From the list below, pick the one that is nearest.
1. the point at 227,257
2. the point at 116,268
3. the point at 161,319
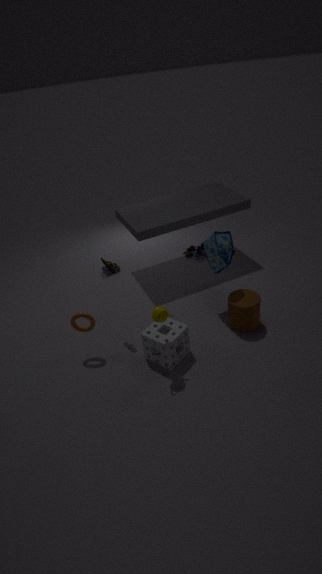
the point at 161,319
